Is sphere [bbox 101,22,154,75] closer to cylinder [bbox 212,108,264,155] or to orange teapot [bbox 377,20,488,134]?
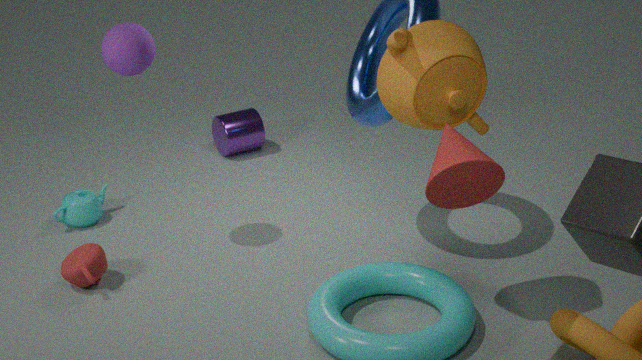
orange teapot [bbox 377,20,488,134]
